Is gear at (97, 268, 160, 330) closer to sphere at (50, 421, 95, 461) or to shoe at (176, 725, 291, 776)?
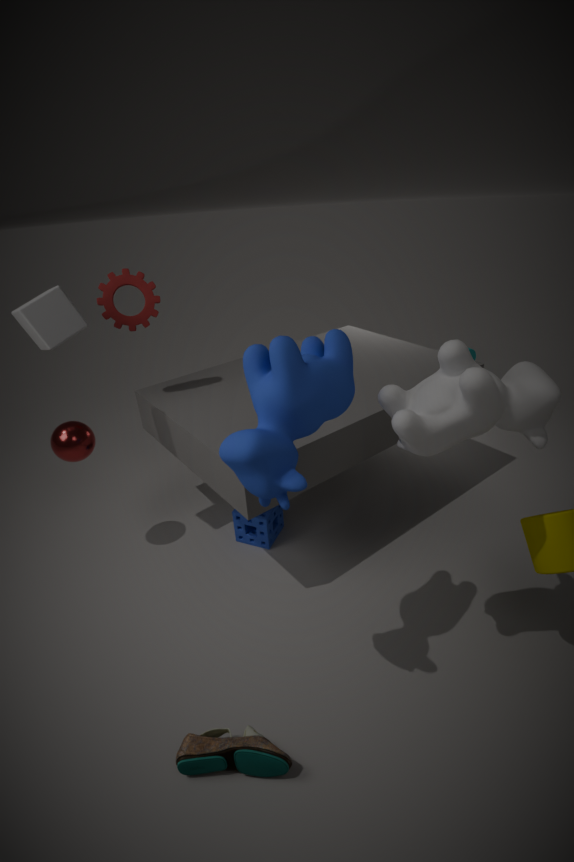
sphere at (50, 421, 95, 461)
